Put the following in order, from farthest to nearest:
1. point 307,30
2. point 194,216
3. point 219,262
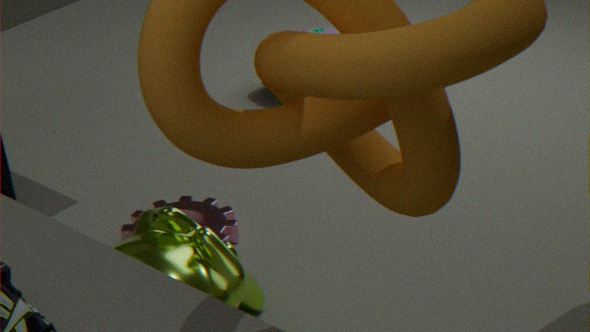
1. point 307,30
2. point 194,216
3. point 219,262
